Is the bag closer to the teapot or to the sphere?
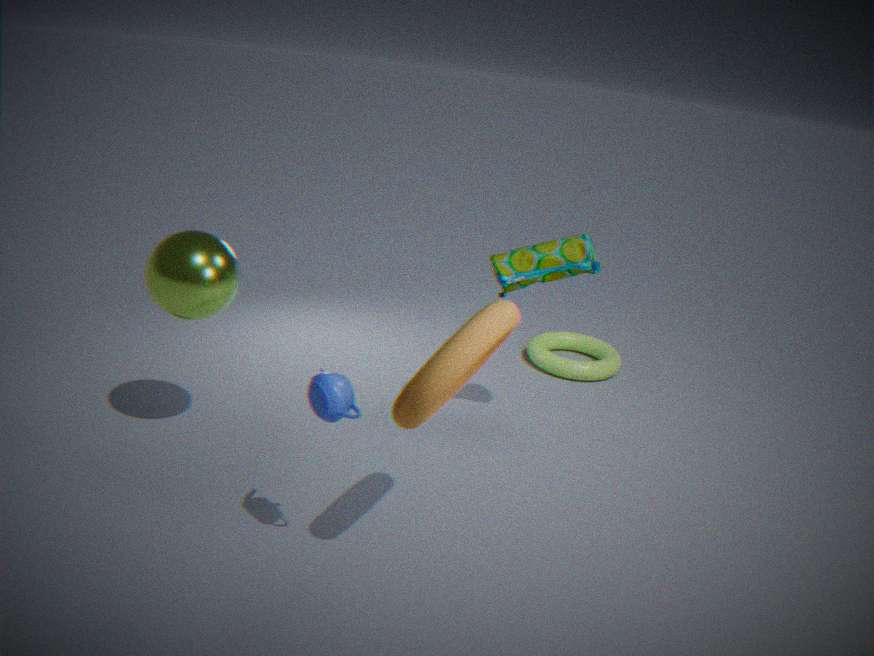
the sphere
